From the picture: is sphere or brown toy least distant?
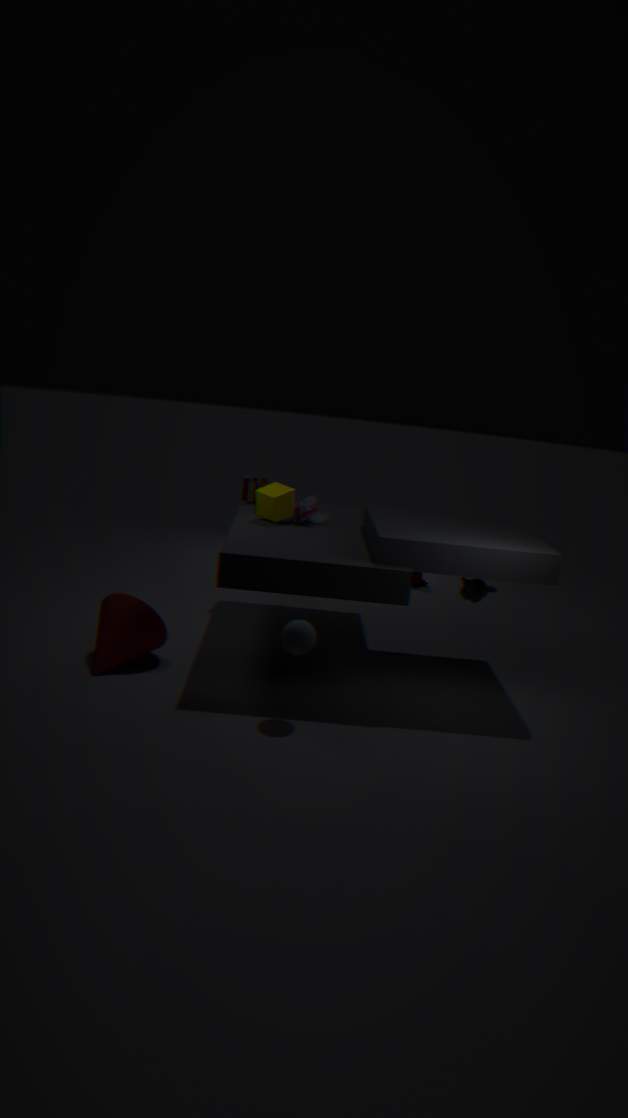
sphere
